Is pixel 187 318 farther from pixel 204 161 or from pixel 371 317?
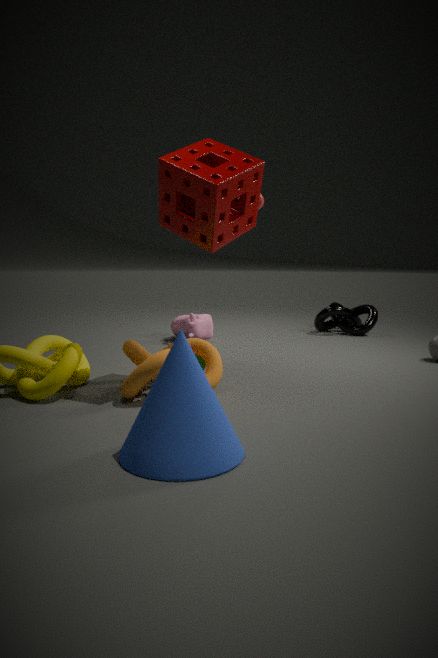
pixel 204 161
